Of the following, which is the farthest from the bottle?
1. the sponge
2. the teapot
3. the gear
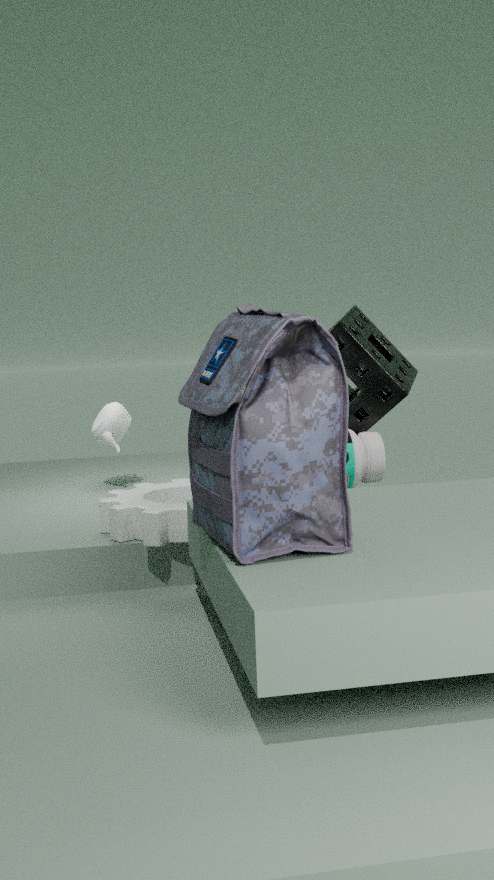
the teapot
